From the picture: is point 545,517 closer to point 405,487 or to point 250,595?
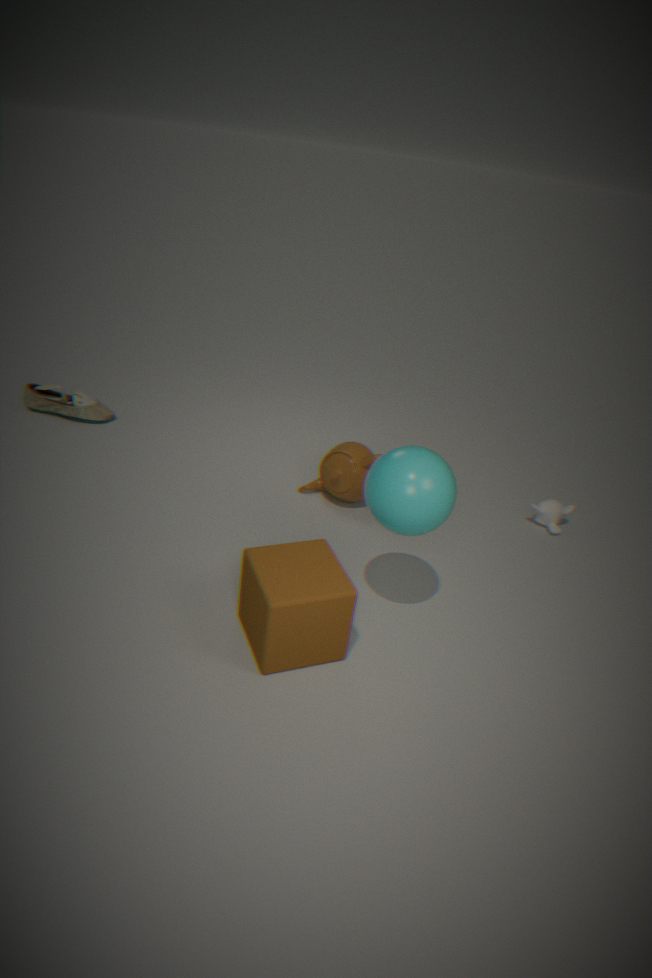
point 405,487
